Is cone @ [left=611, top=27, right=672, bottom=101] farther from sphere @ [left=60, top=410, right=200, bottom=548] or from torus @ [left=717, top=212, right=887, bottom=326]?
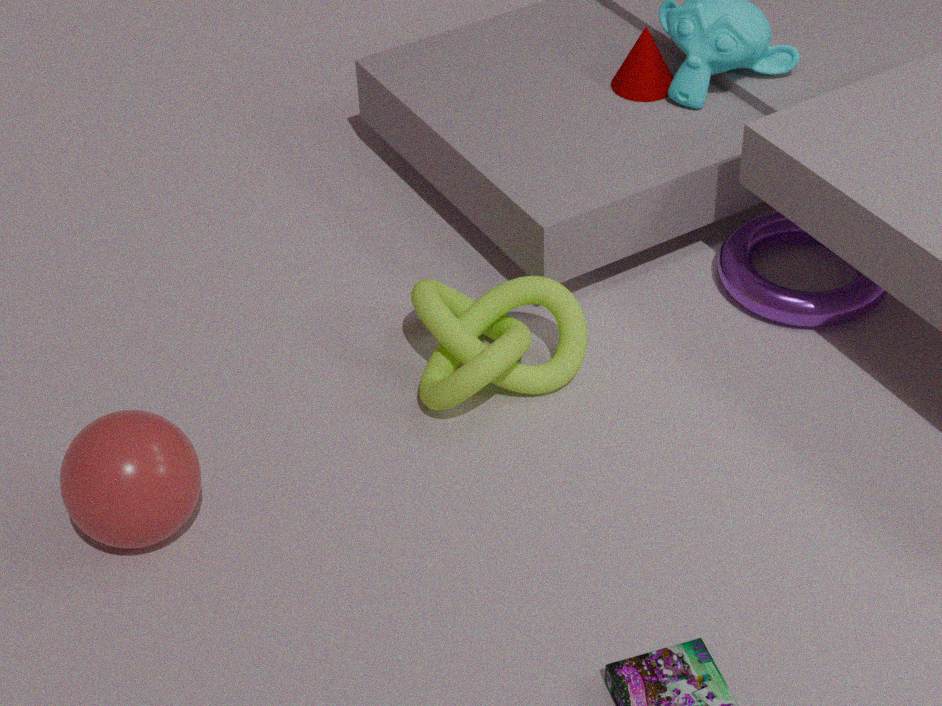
sphere @ [left=60, top=410, right=200, bottom=548]
